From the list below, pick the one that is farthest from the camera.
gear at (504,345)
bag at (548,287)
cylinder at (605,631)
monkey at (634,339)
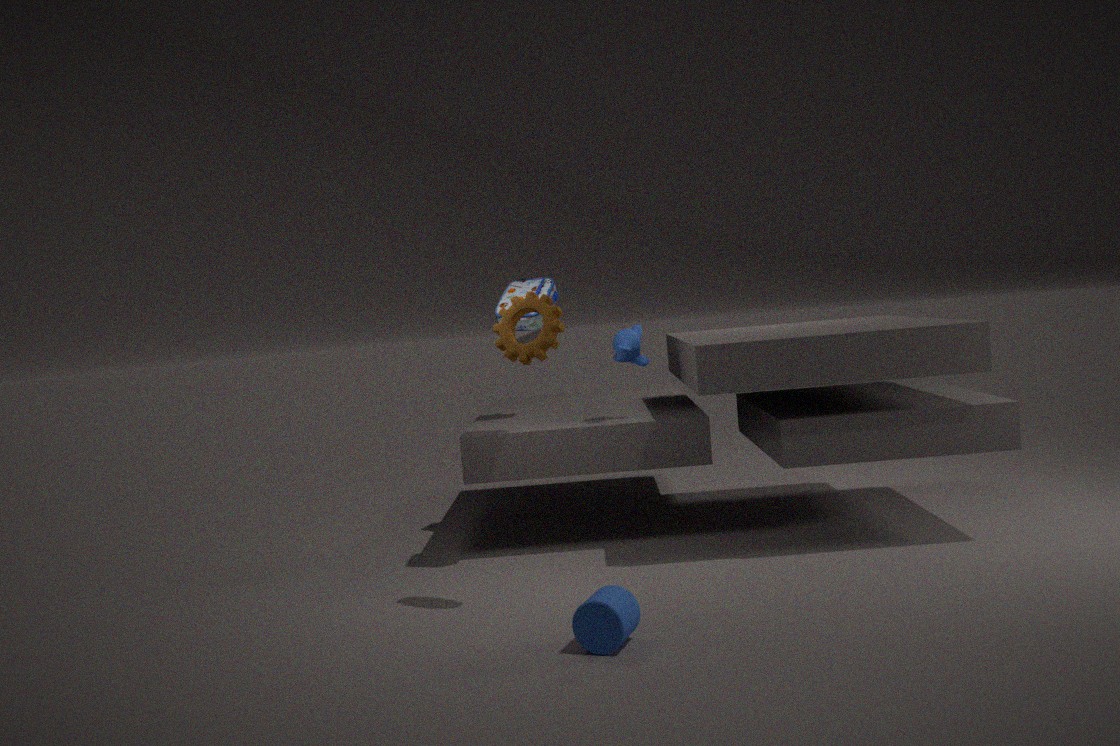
monkey at (634,339)
